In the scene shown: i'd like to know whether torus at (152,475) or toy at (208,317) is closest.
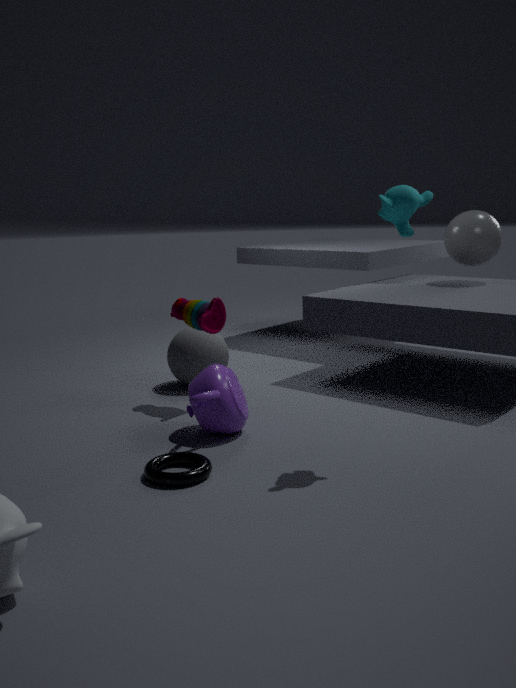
A: torus at (152,475)
